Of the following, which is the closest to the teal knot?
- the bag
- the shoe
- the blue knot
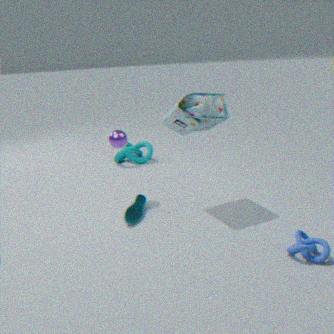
the shoe
